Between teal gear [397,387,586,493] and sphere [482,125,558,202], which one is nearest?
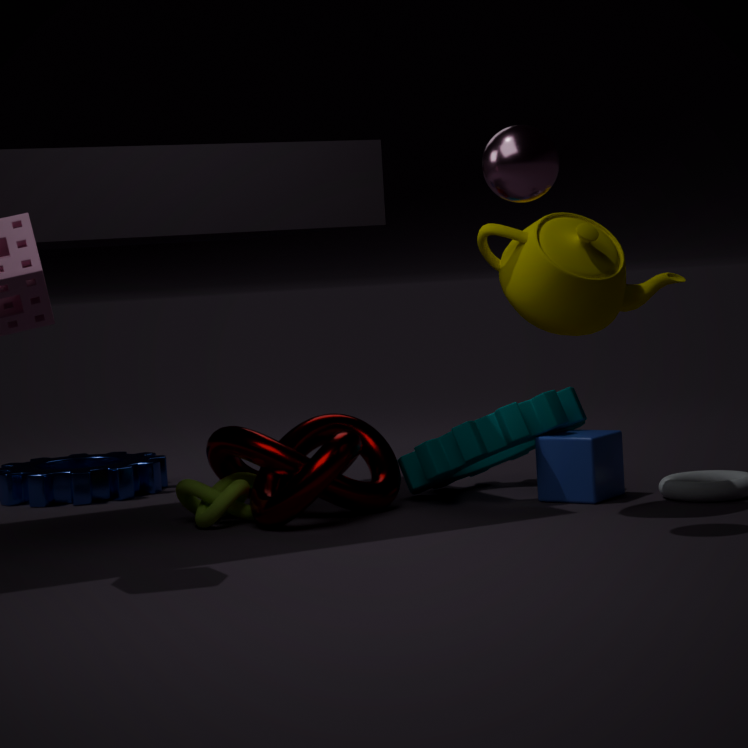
sphere [482,125,558,202]
